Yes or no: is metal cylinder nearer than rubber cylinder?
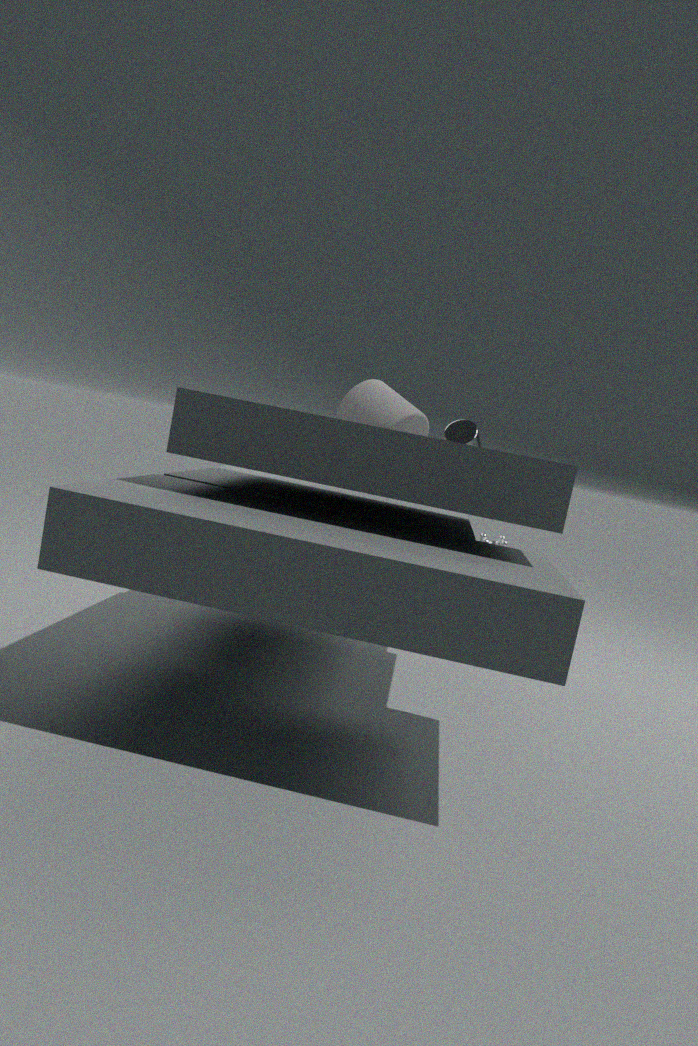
No
